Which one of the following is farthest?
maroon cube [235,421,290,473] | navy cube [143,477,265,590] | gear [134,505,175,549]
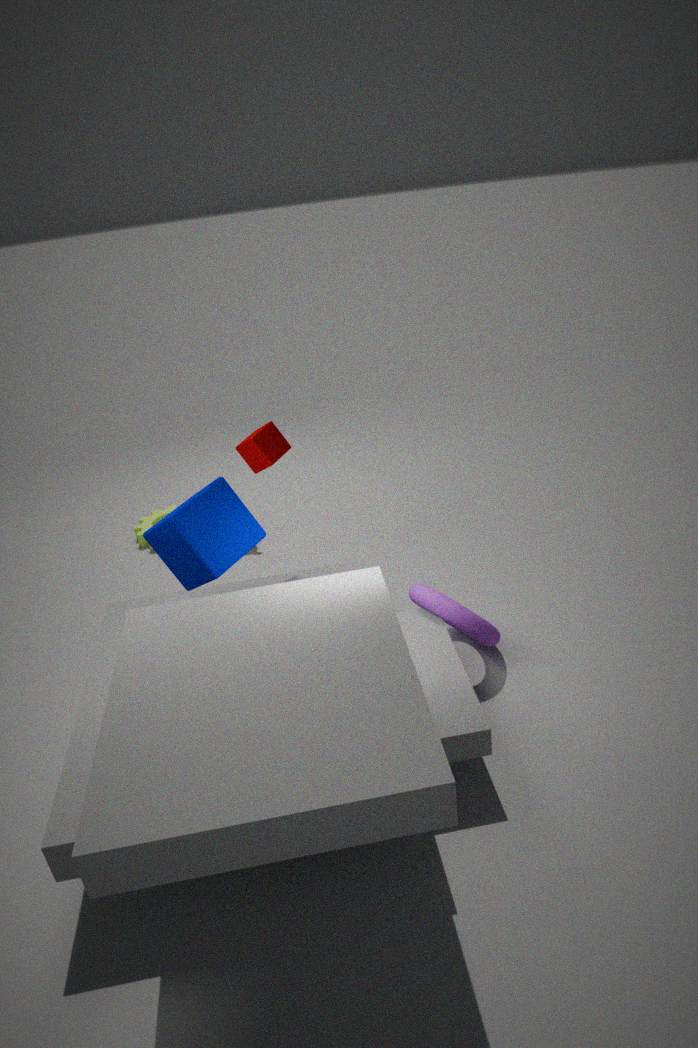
gear [134,505,175,549]
